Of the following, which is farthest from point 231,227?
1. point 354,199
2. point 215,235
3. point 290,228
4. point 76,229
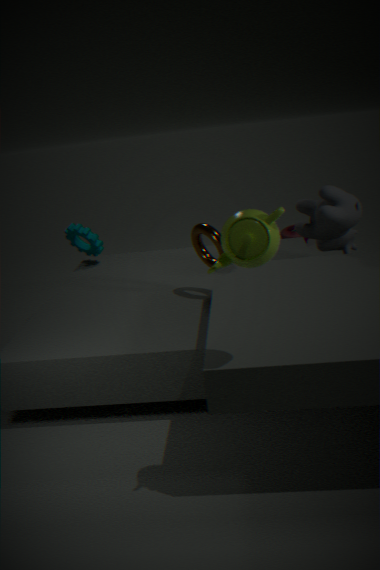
point 290,228
